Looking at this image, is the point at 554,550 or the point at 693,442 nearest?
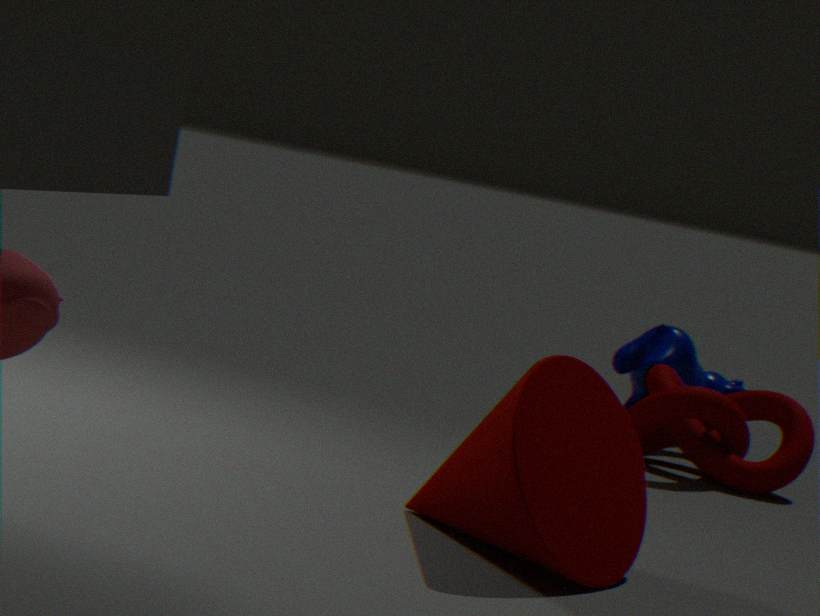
the point at 554,550
